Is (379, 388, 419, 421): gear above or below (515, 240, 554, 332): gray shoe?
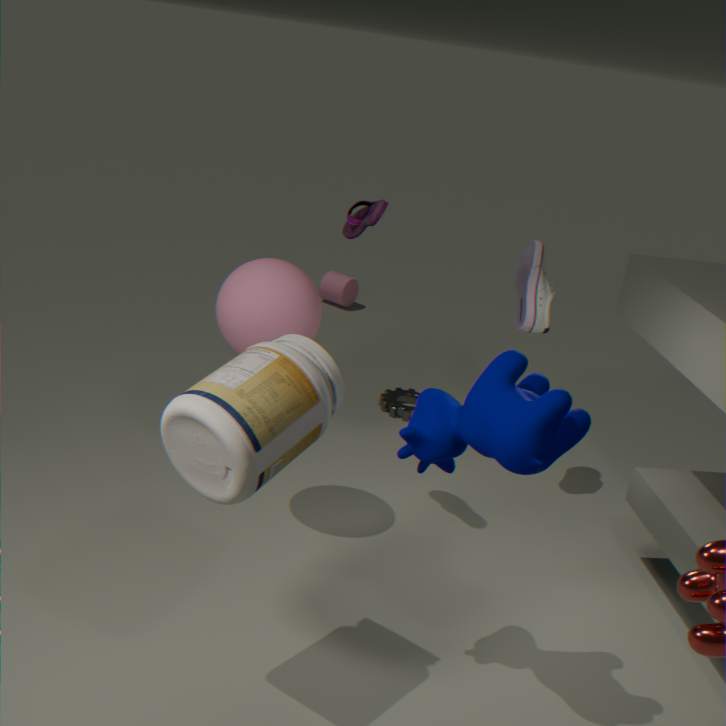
below
